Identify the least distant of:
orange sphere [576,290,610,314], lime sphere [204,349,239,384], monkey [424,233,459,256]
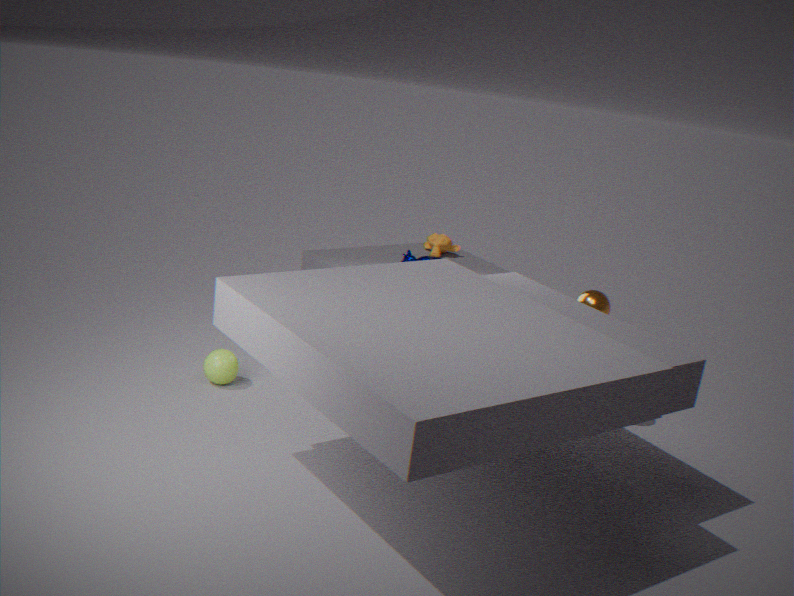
orange sphere [576,290,610,314]
